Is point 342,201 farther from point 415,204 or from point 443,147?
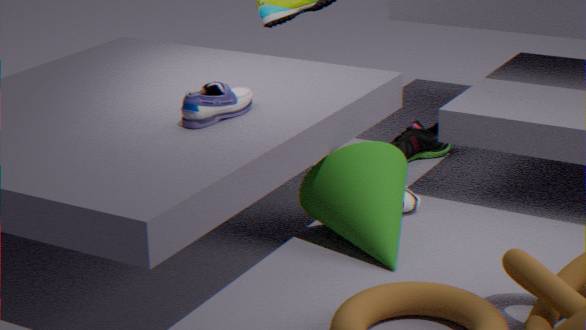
point 443,147
